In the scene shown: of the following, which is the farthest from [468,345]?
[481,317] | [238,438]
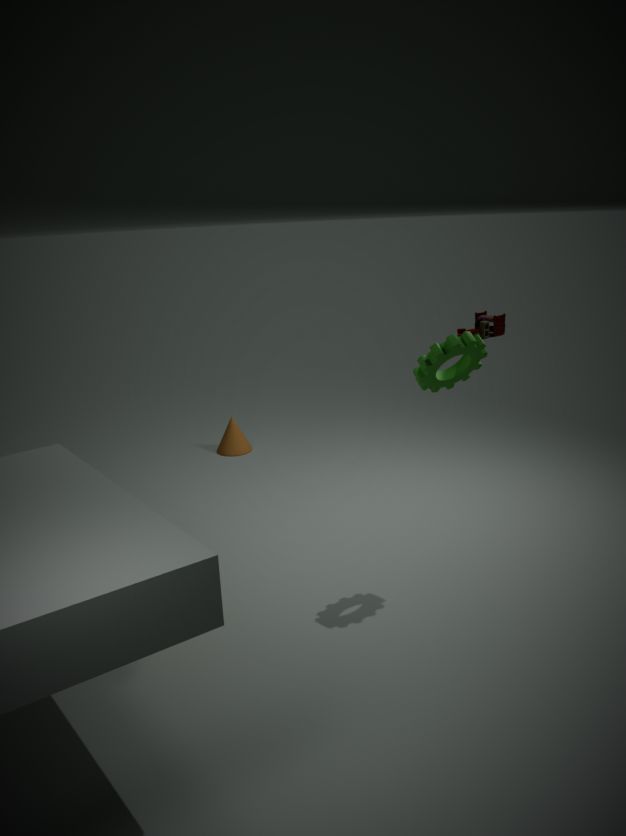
[481,317]
